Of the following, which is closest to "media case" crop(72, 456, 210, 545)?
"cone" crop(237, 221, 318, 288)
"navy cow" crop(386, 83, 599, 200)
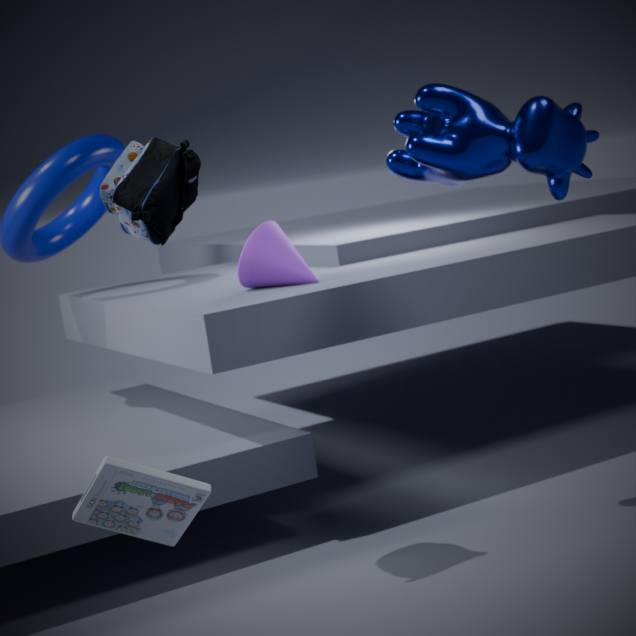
"navy cow" crop(386, 83, 599, 200)
